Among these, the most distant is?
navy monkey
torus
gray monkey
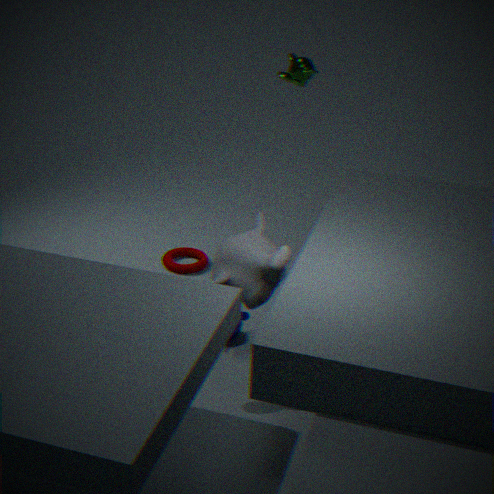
torus
